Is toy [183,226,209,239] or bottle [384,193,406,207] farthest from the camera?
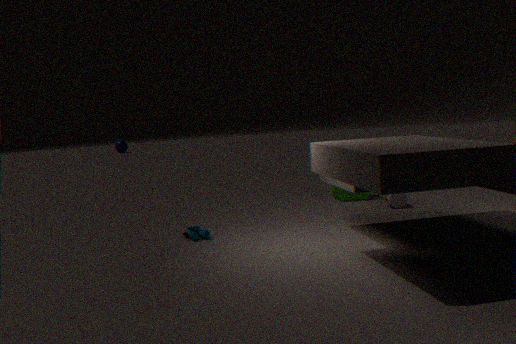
bottle [384,193,406,207]
